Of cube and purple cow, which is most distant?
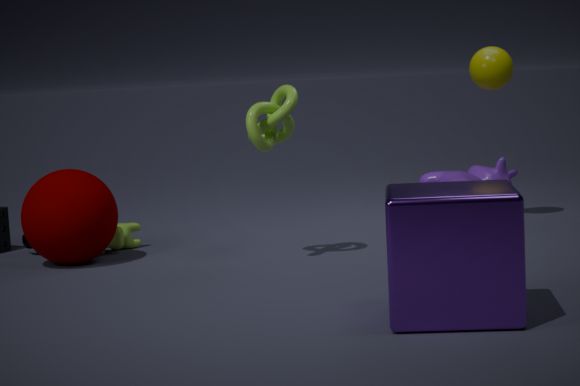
purple cow
